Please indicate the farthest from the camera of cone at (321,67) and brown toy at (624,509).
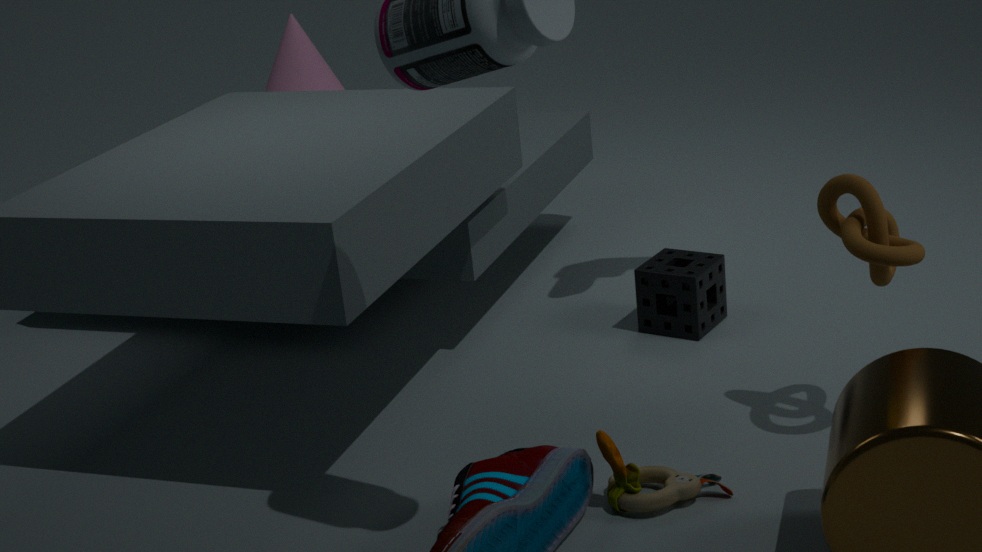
cone at (321,67)
